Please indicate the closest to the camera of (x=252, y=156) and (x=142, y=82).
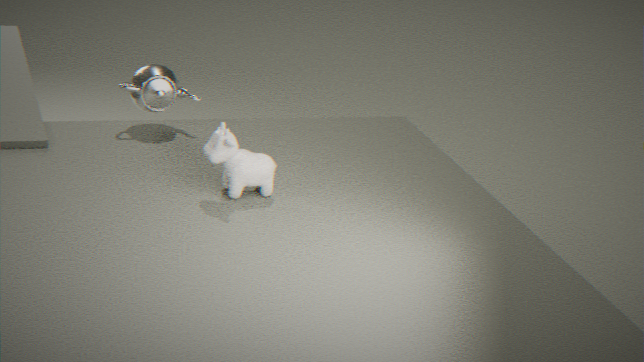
(x=252, y=156)
